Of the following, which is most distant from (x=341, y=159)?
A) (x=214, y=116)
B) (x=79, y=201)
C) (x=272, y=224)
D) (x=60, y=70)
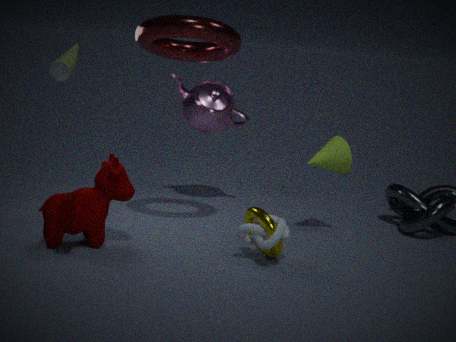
(x=60, y=70)
